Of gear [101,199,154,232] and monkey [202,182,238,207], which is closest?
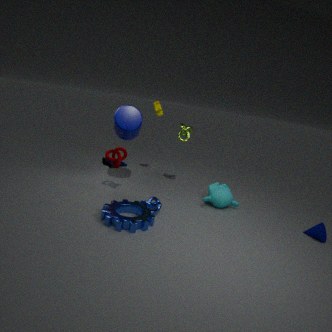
gear [101,199,154,232]
